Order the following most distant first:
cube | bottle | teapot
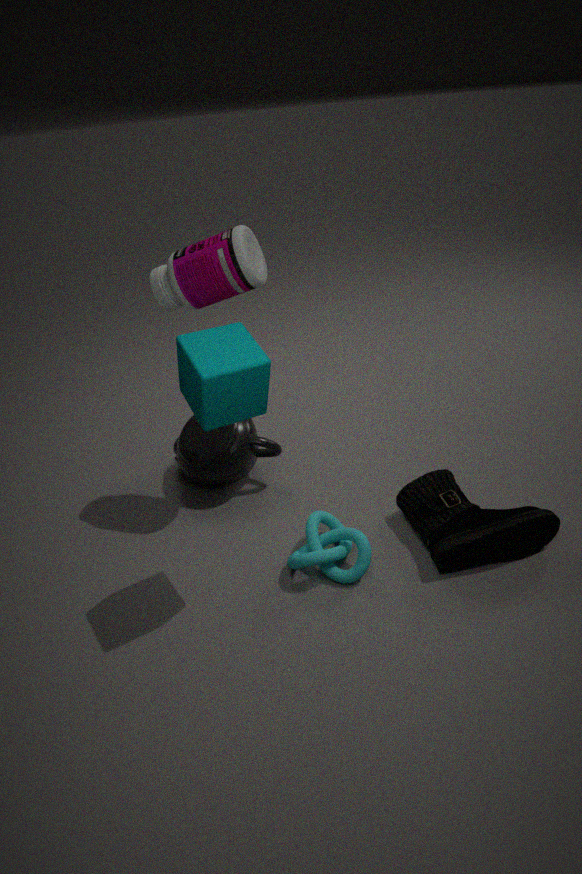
teapot, bottle, cube
